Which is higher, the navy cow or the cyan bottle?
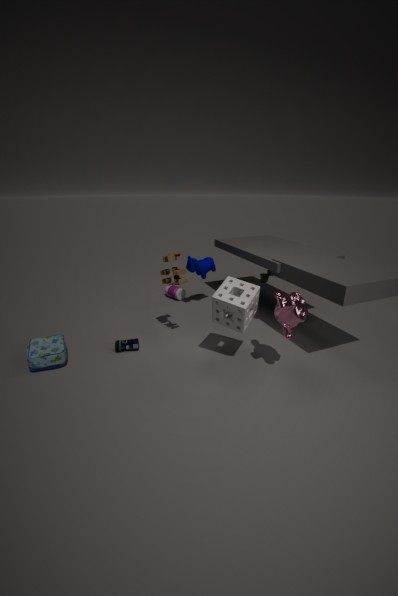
the navy cow
